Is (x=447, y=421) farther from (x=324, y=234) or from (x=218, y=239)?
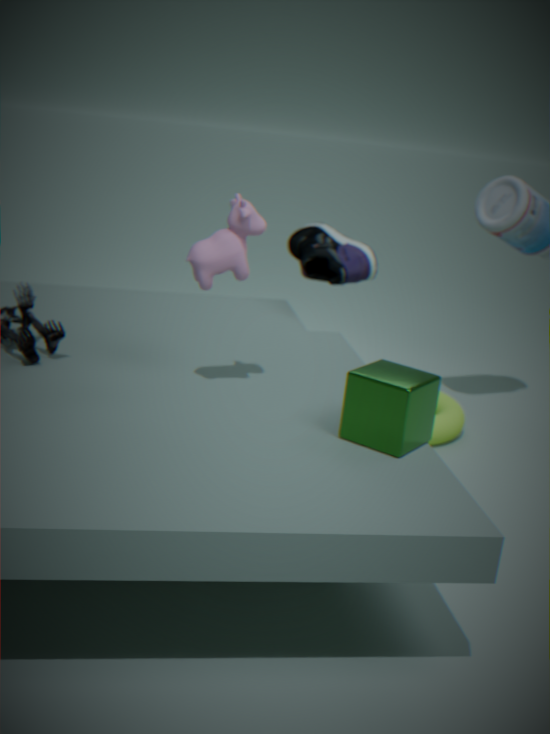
(x=218, y=239)
